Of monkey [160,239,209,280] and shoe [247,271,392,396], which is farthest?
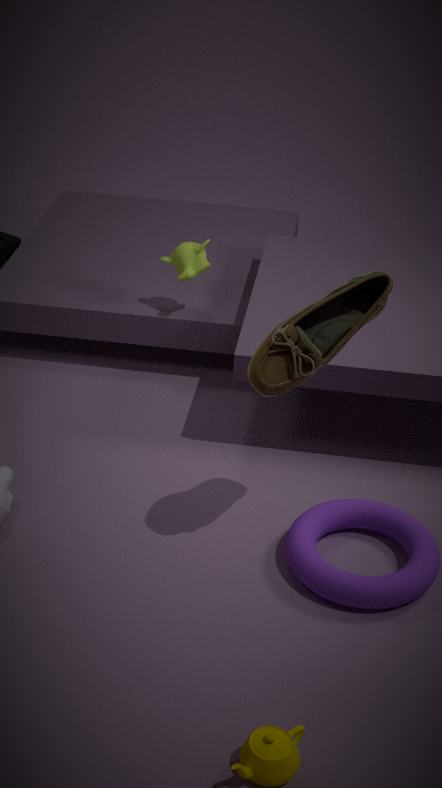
monkey [160,239,209,280]
